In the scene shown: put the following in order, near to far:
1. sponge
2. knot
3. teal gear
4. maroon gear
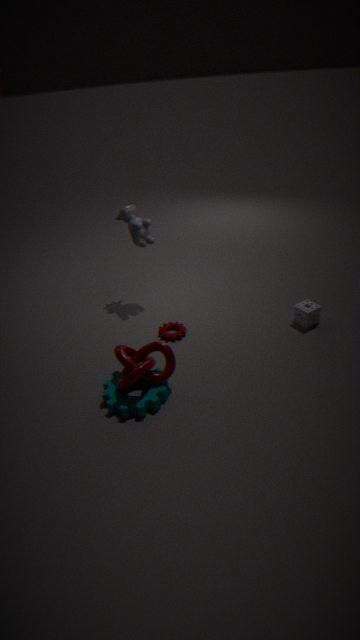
knot, teal gear, sponge, maroon gear
